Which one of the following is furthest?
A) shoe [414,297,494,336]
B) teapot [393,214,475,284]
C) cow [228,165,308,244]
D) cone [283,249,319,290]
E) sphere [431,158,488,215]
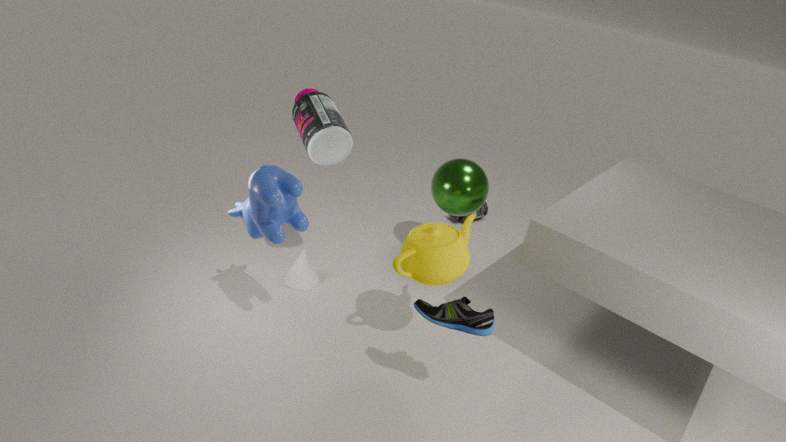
sphere [431,158,488,215]
